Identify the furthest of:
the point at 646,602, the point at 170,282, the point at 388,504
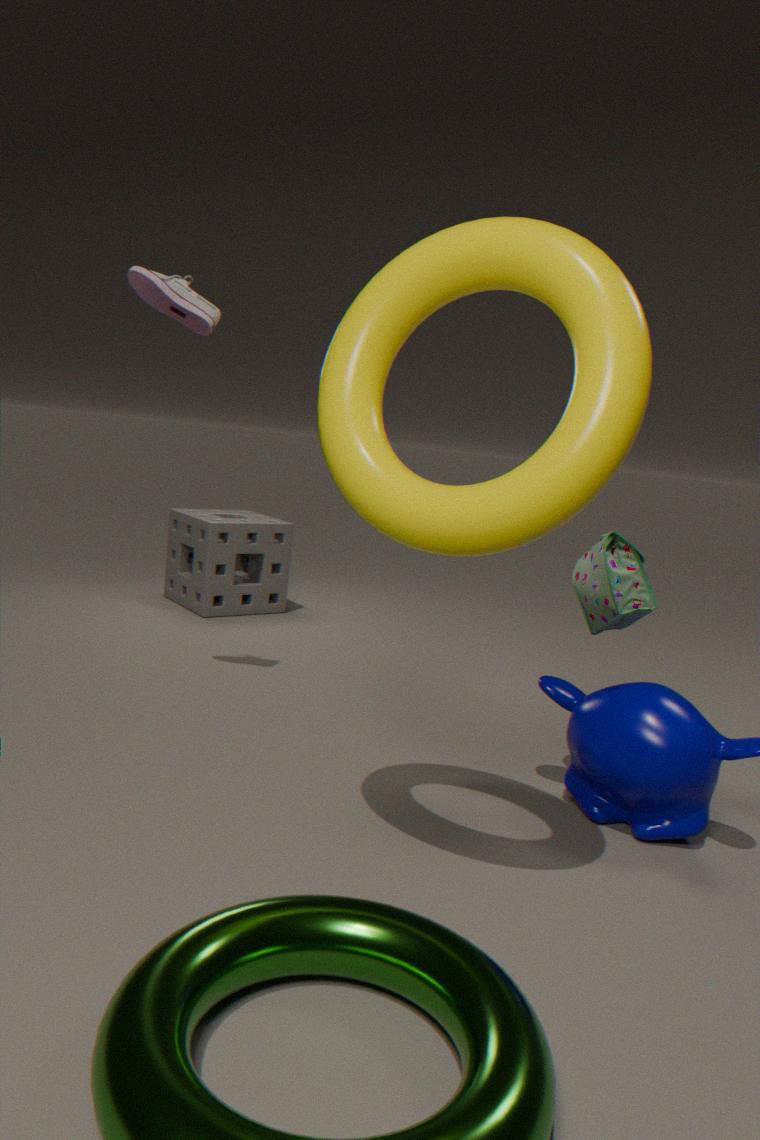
the point at 170,282
